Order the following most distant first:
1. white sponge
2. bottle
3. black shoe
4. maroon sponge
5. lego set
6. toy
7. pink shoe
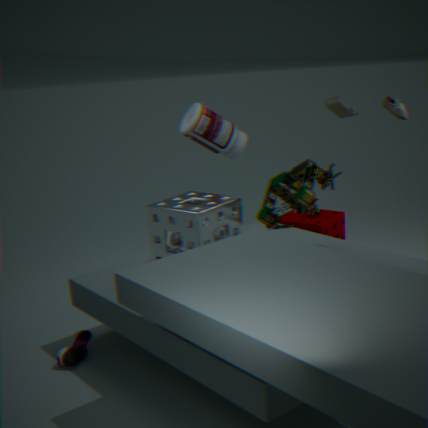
maroon sponge, bottle, toy, black shoe, lego set, white sponge, pink shoe
